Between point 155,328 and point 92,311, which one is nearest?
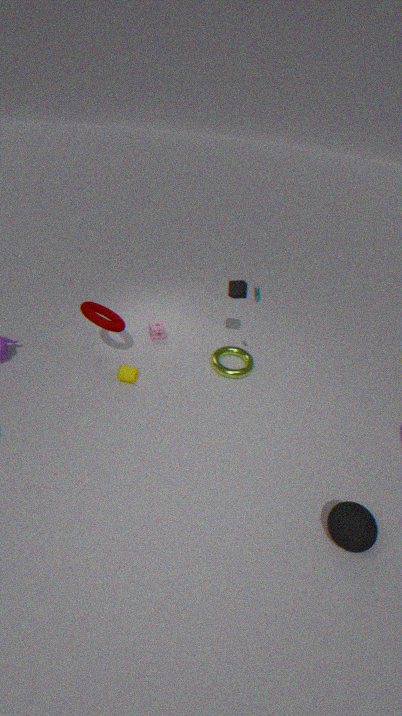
point 92,311
